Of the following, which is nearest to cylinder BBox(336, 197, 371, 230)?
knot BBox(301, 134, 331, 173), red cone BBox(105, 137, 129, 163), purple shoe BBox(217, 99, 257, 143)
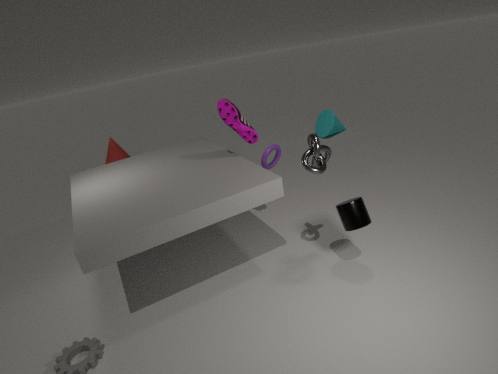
knot BBox(301, 134, 331, 173)
